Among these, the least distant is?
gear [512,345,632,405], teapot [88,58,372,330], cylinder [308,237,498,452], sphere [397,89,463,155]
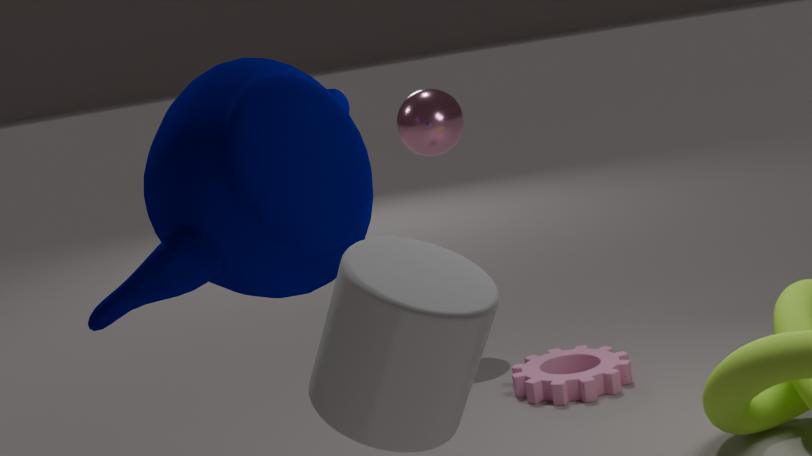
cylinder [308,237,498,452]
